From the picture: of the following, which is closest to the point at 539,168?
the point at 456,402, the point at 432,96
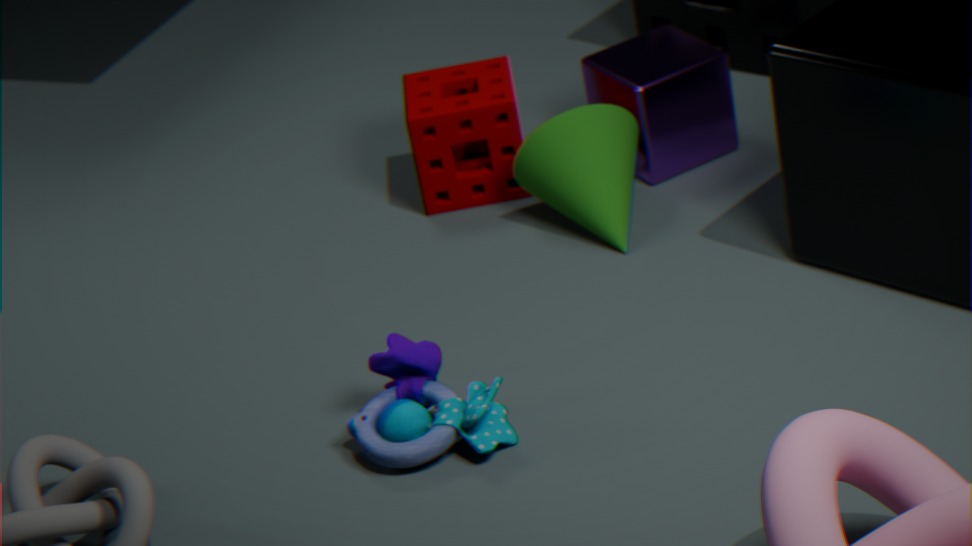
the point at 432,96
